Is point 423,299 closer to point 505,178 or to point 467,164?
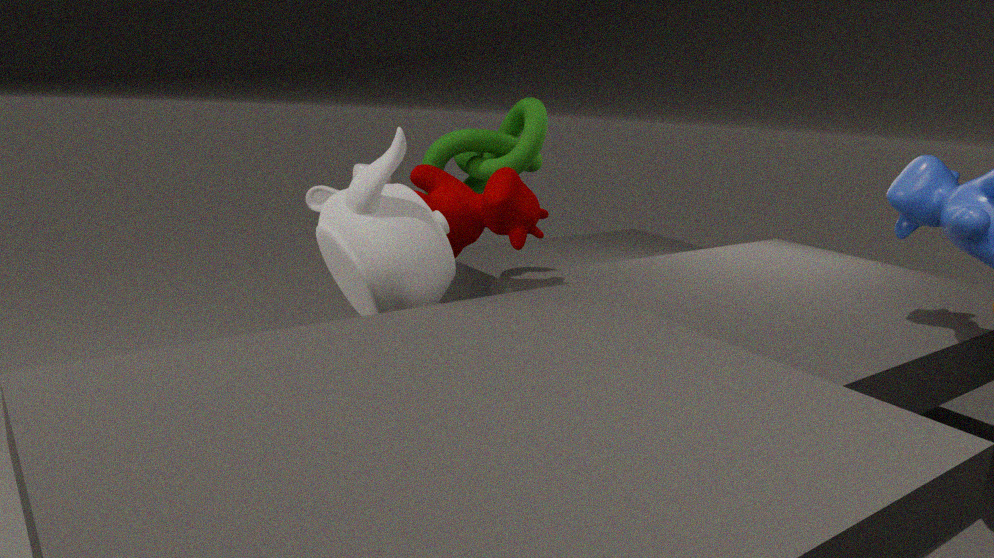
point 505,178
